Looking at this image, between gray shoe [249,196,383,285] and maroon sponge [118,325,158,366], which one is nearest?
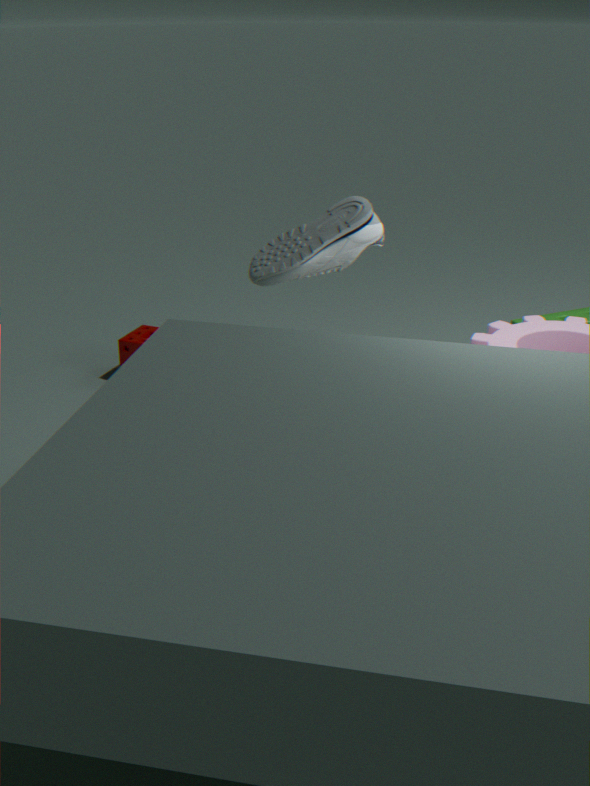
gray shoe [249,196,383,285]
